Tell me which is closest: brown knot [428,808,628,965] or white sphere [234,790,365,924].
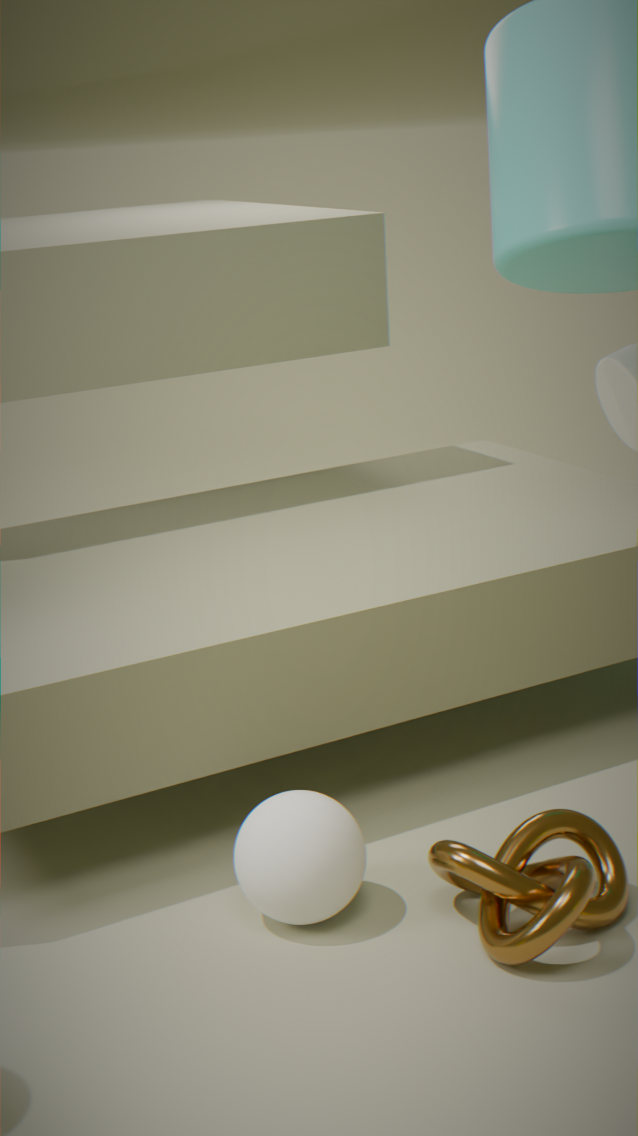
brown knot [428,808,628,965]
